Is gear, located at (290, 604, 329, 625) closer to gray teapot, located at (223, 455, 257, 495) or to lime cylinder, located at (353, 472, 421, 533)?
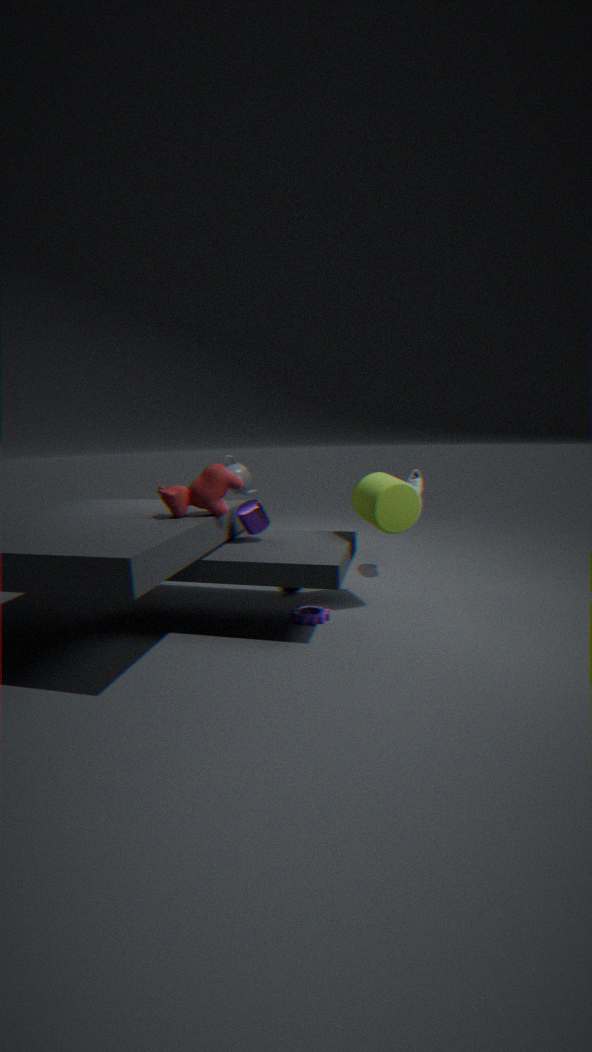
lime cylinder, located at (353, 472, 421, 533)
